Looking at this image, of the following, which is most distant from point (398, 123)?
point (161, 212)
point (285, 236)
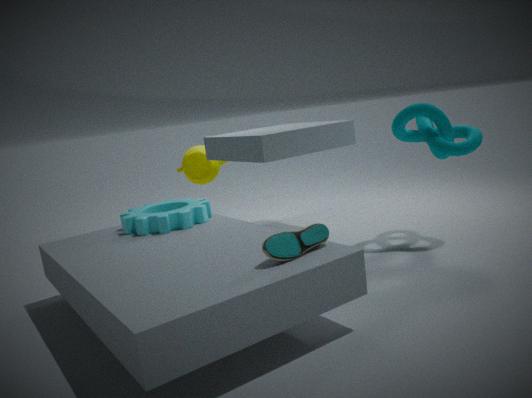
point (161, 212)
